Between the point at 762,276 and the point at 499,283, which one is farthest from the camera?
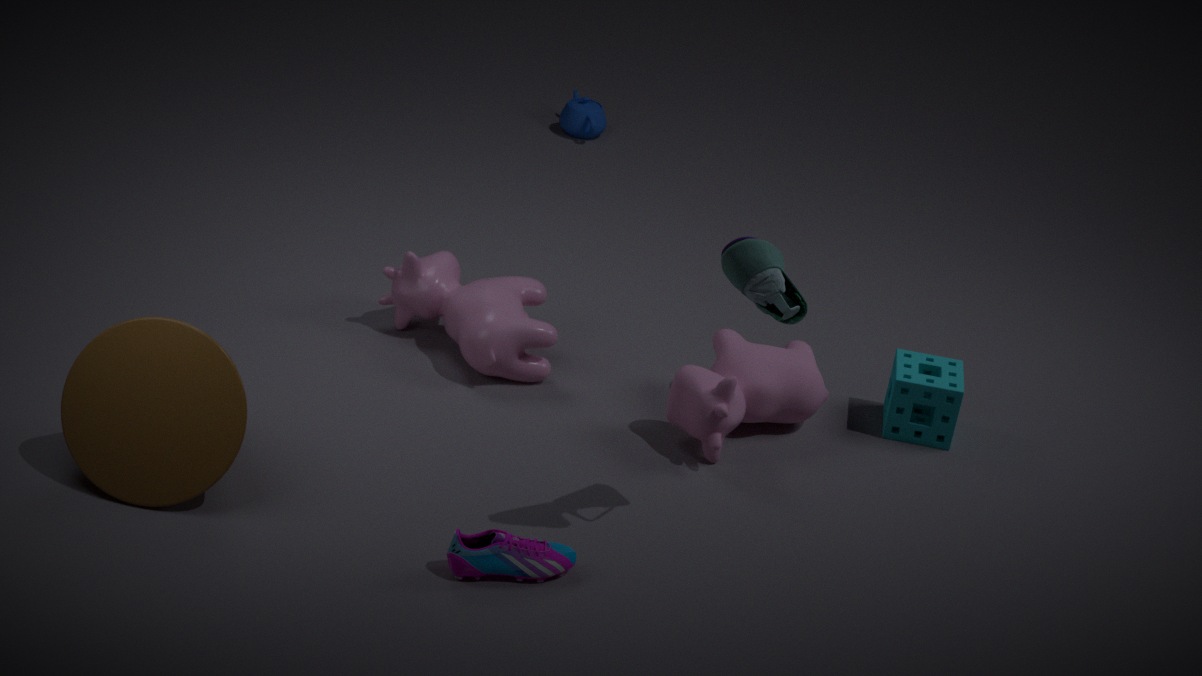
the point at 499,283
